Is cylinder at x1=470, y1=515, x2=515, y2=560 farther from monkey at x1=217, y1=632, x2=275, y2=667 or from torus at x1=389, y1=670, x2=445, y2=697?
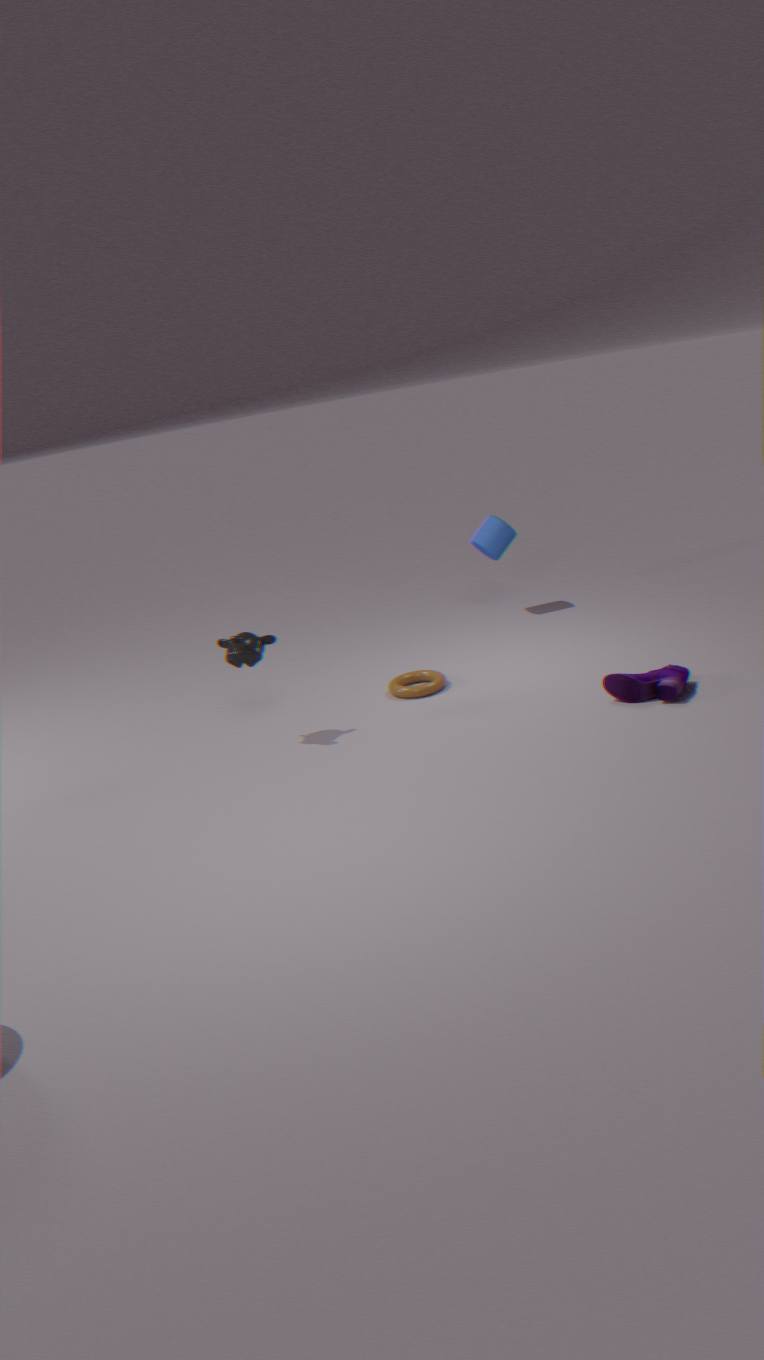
monkey at x1=217, y1=632, x2=275, y2=667
